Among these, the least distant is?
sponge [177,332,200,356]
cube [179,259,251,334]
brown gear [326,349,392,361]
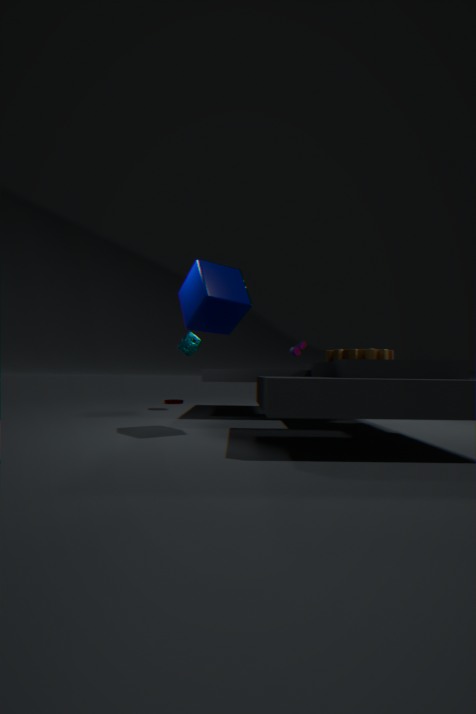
cube [179,259,251,334]
